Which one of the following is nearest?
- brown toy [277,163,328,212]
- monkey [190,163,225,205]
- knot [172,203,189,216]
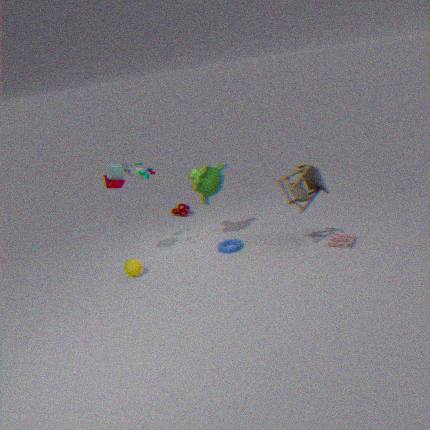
brown toy [277,163,328,212]
